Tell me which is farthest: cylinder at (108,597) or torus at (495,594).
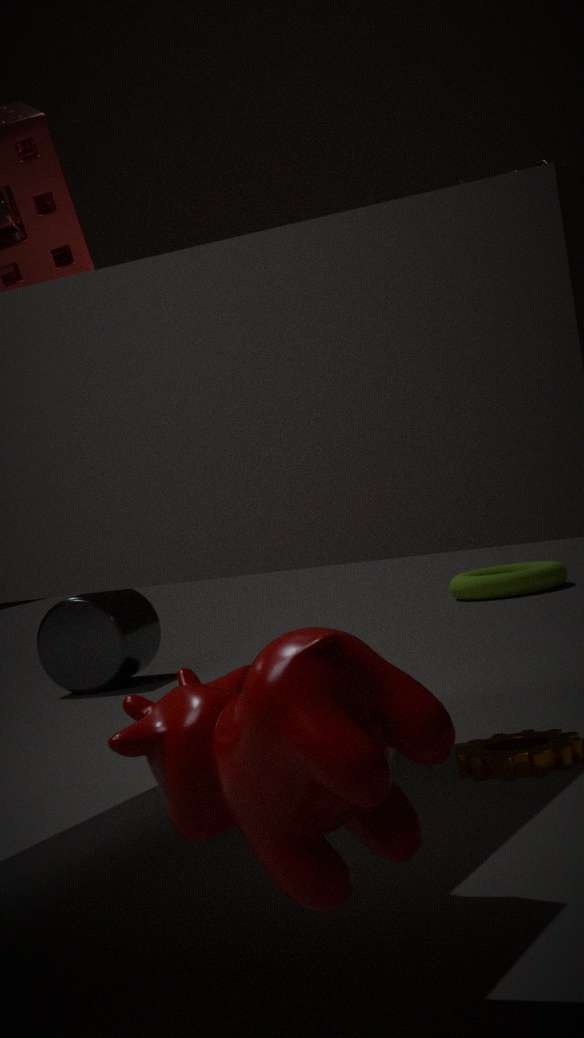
torus at (495,594)
